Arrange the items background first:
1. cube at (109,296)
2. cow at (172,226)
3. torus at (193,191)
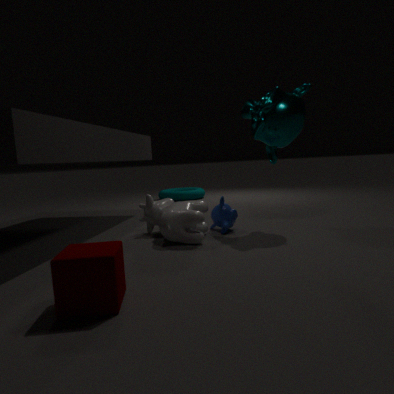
torus at (193,191) < cow at (172,226) < cube at (109,296)
